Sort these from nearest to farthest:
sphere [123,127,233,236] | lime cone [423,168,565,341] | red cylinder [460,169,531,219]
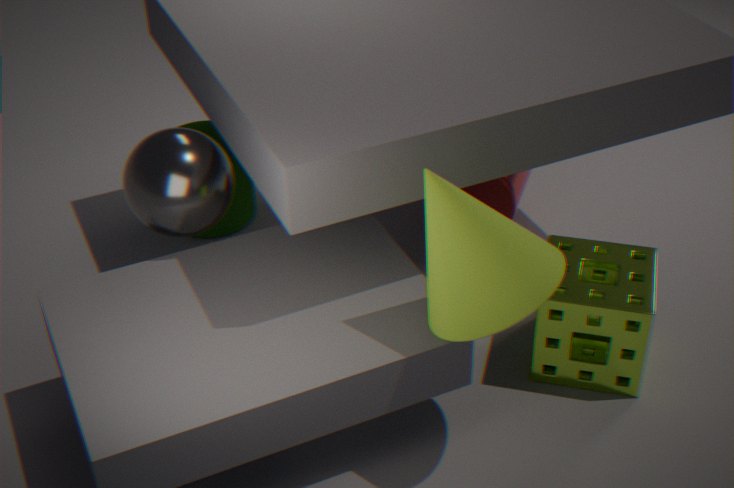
lime cone [423,168,565,341], sphere [123,127,233,236], red cylinder [460,169,531,219]
